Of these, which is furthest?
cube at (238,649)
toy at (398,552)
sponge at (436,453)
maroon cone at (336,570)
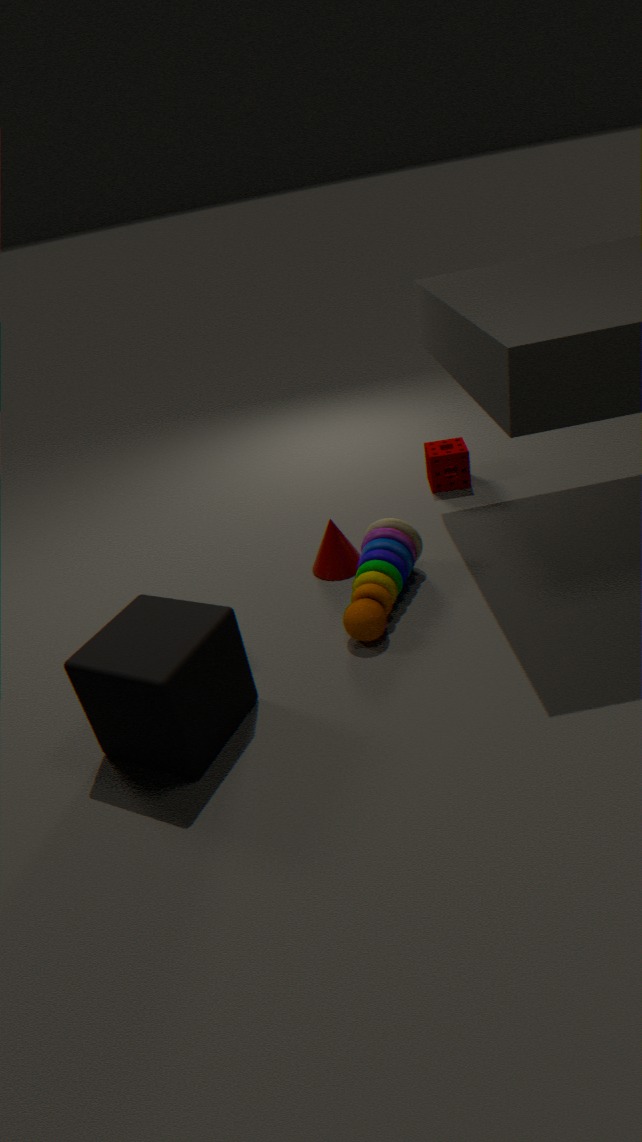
sponge at (436,453)
